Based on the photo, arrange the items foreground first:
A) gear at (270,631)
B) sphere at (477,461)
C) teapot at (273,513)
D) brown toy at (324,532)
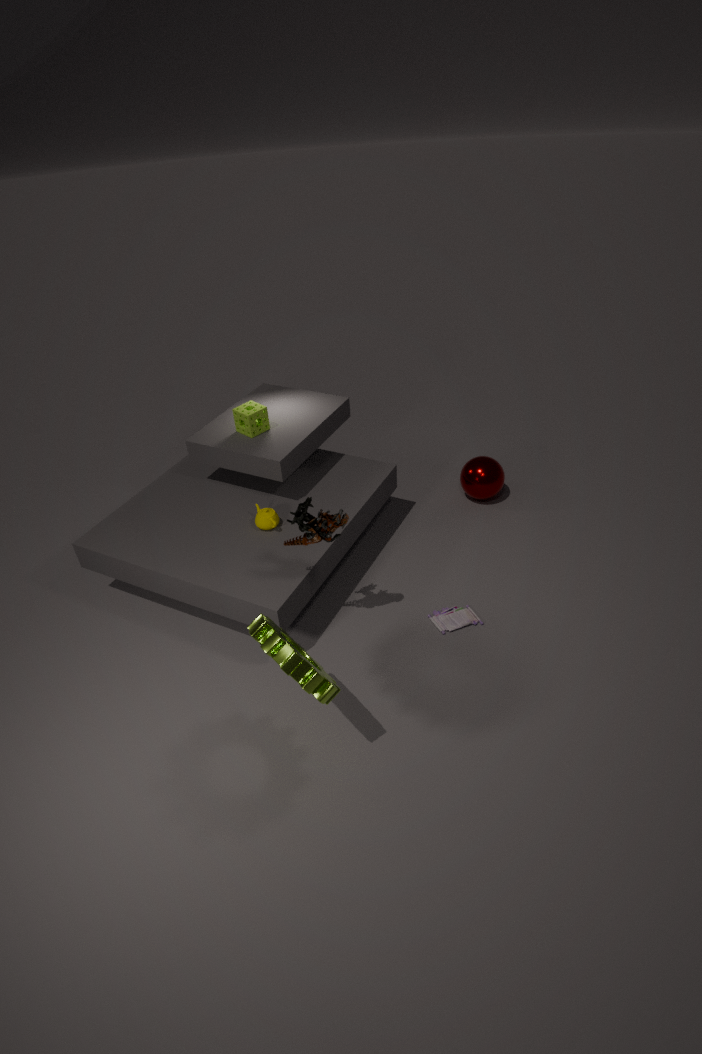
gear at (270,631) → brown toy at (324,532) → teapot at (273,513) → sphere at (477,461)
